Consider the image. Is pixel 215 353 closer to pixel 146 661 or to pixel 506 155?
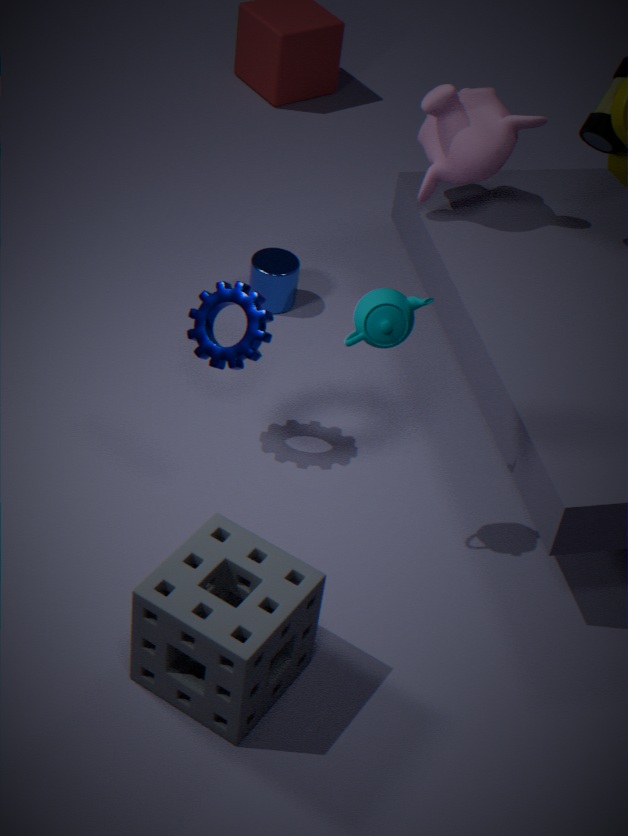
pixel 146 661
